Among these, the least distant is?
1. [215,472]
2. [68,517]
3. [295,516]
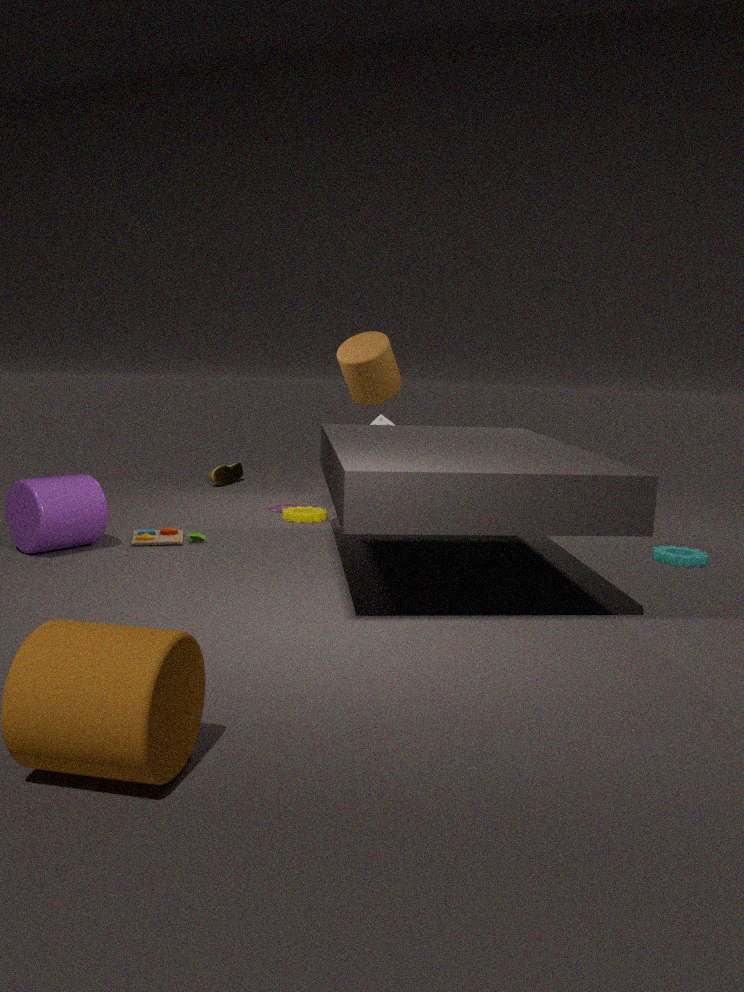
[68,517]
